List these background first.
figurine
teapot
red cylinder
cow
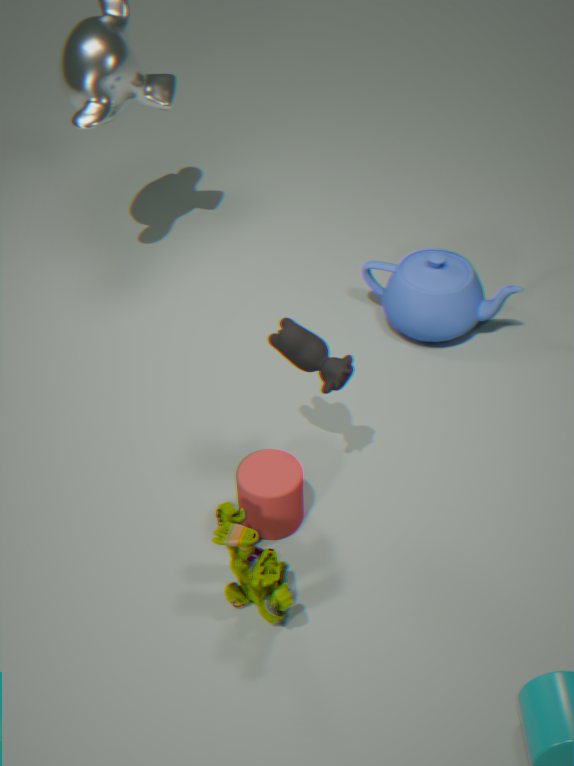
teapot, red cylinder, cow, figurine
